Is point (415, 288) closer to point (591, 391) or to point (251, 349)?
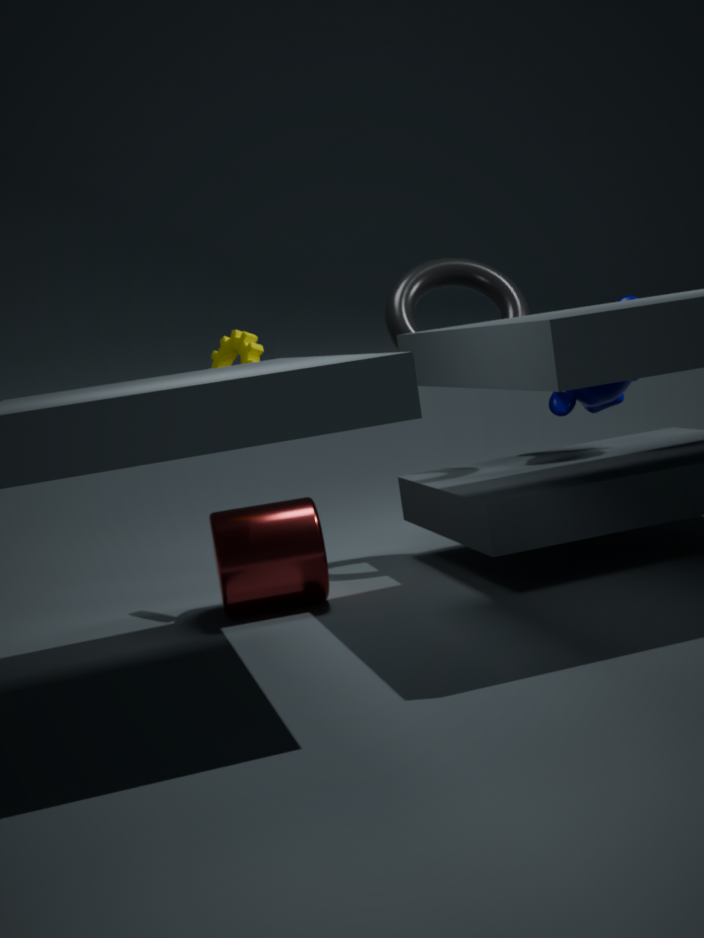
point (591, 391)
